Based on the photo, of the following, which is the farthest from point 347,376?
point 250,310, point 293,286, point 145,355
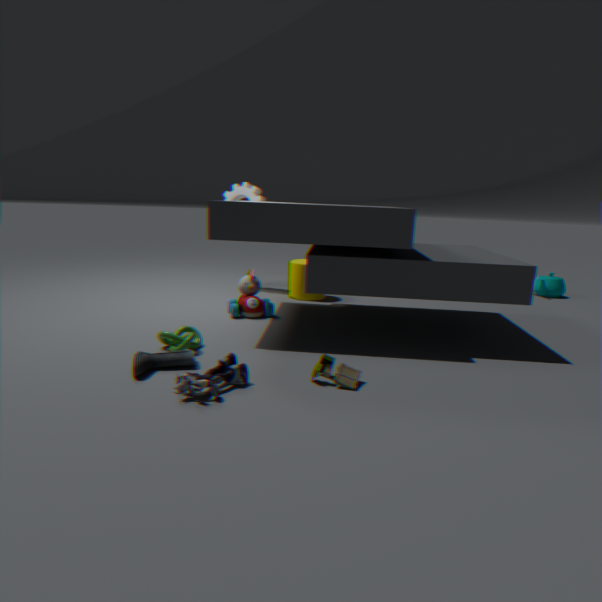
point 293,286
